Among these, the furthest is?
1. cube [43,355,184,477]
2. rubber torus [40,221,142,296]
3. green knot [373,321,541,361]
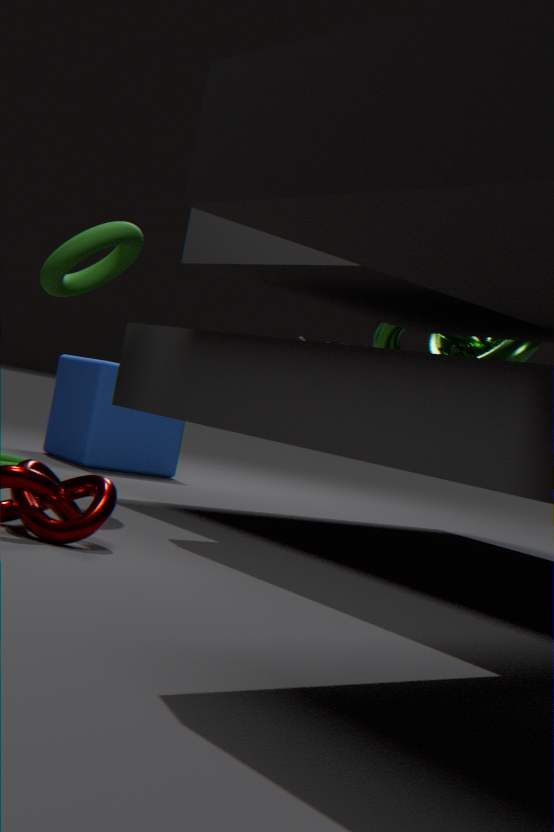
cube [43,355,184,477]
